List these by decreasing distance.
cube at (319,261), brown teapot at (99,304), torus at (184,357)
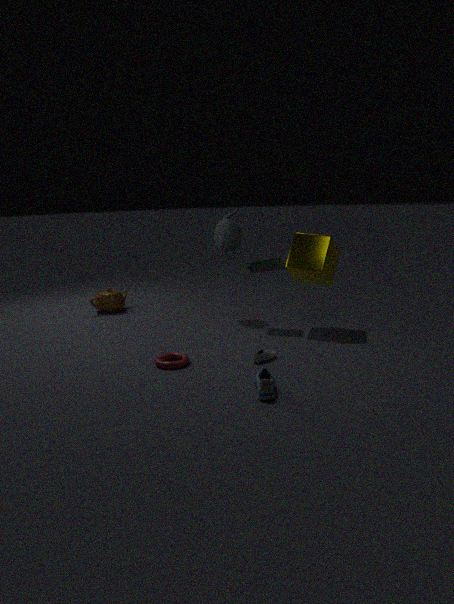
brown teapot at (99,304)
cube at (319,261)
torus at (184,357)
